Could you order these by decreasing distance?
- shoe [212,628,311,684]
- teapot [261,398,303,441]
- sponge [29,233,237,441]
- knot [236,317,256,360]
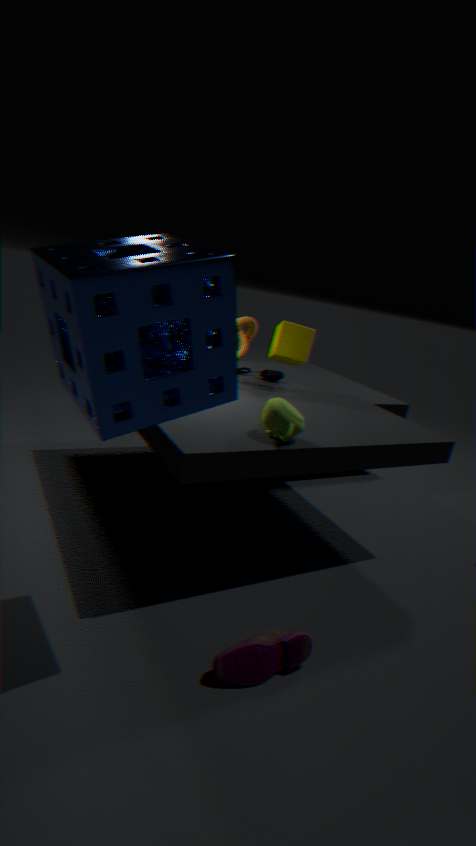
knot [236,317,256,360] < teapot [261,398,303,441] < shoe [212,628,311,684] < sponge [29,233,237,441]
